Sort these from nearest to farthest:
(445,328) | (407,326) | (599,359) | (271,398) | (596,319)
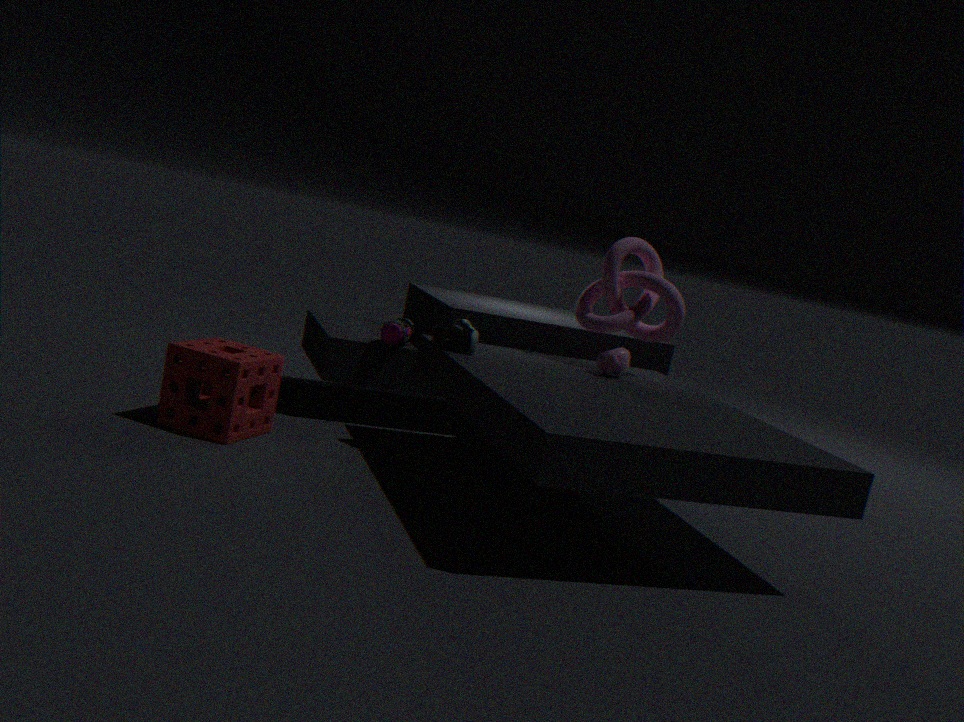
(271,398) → (445,328) → (599,359) → (596,319) → (407,326)
